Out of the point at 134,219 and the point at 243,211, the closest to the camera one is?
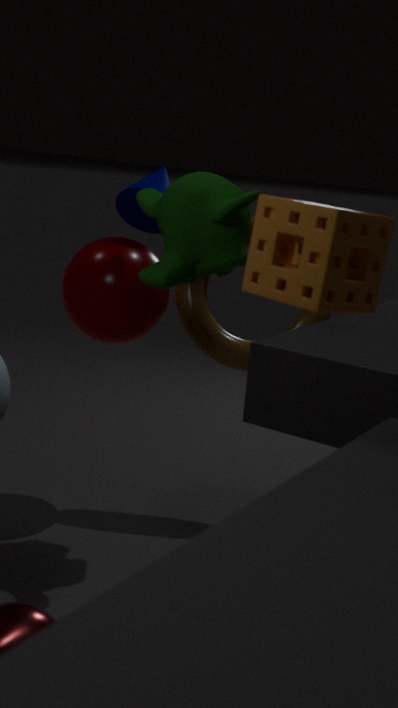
the point at 243,211
